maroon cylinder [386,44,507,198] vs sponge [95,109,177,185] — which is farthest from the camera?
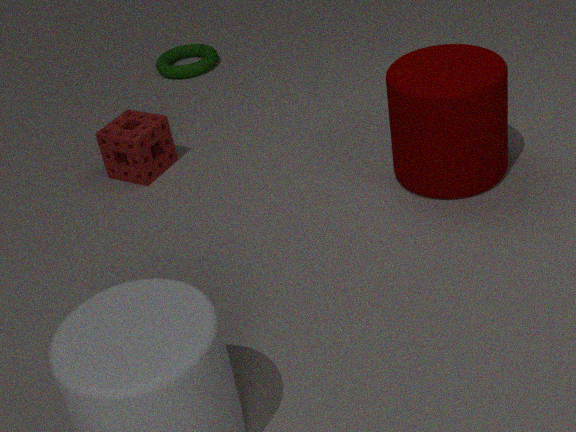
sponge [95,109,177,185]
